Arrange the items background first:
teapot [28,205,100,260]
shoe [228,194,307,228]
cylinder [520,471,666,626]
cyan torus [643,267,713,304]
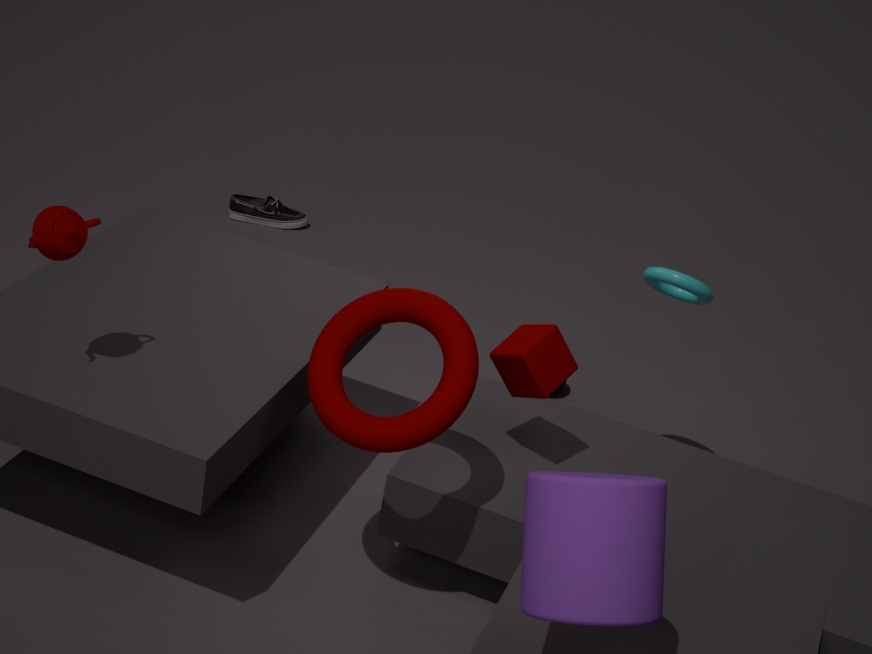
shoe [228,194,307,228] → cyan torus [643,267,713,304] → teapot [28,205,100,260] → cylinder [520,471,666,626]
